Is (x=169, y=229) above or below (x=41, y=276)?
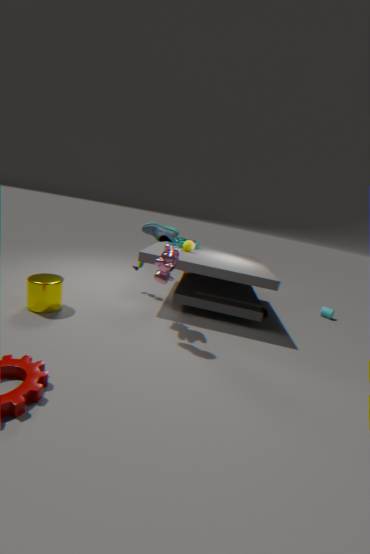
above
